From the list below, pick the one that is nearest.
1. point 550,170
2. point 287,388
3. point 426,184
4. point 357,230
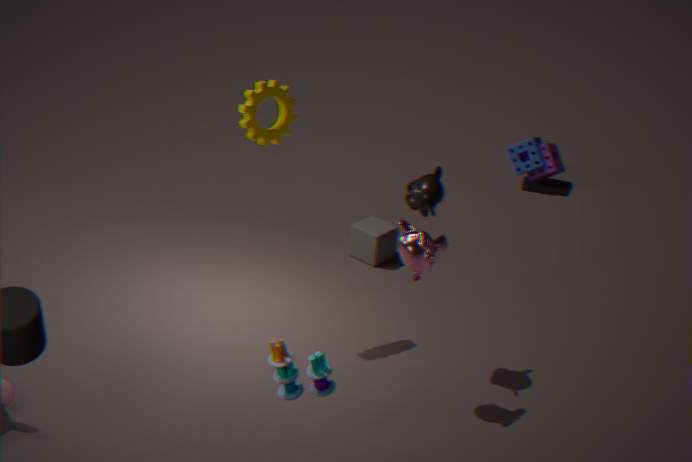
point 287,388
